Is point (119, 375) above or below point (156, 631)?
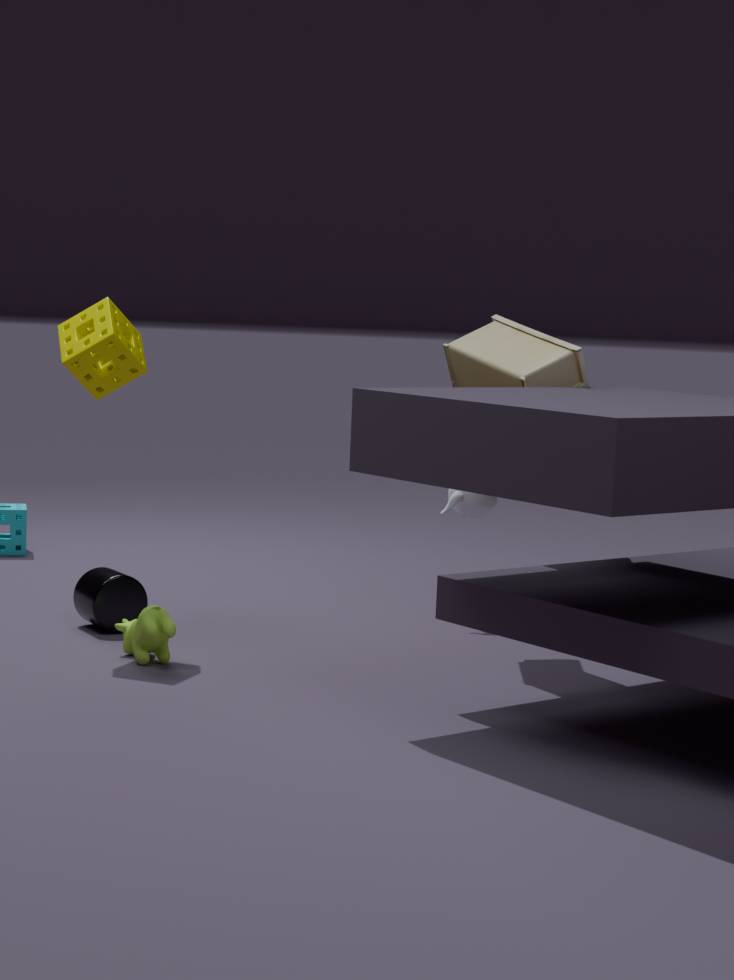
above
